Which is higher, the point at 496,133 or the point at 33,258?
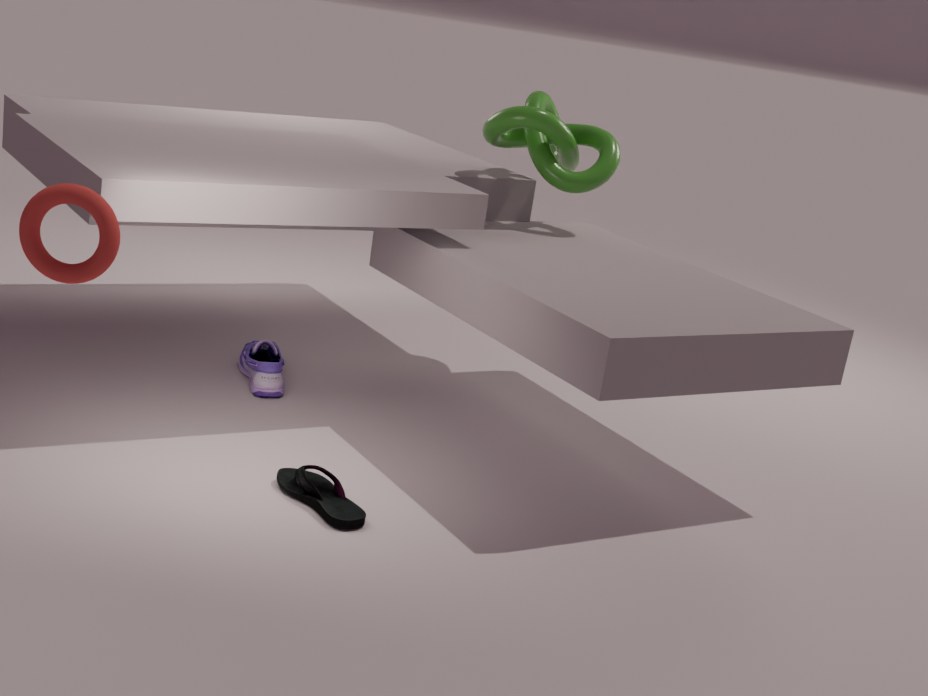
the point at 496,133
